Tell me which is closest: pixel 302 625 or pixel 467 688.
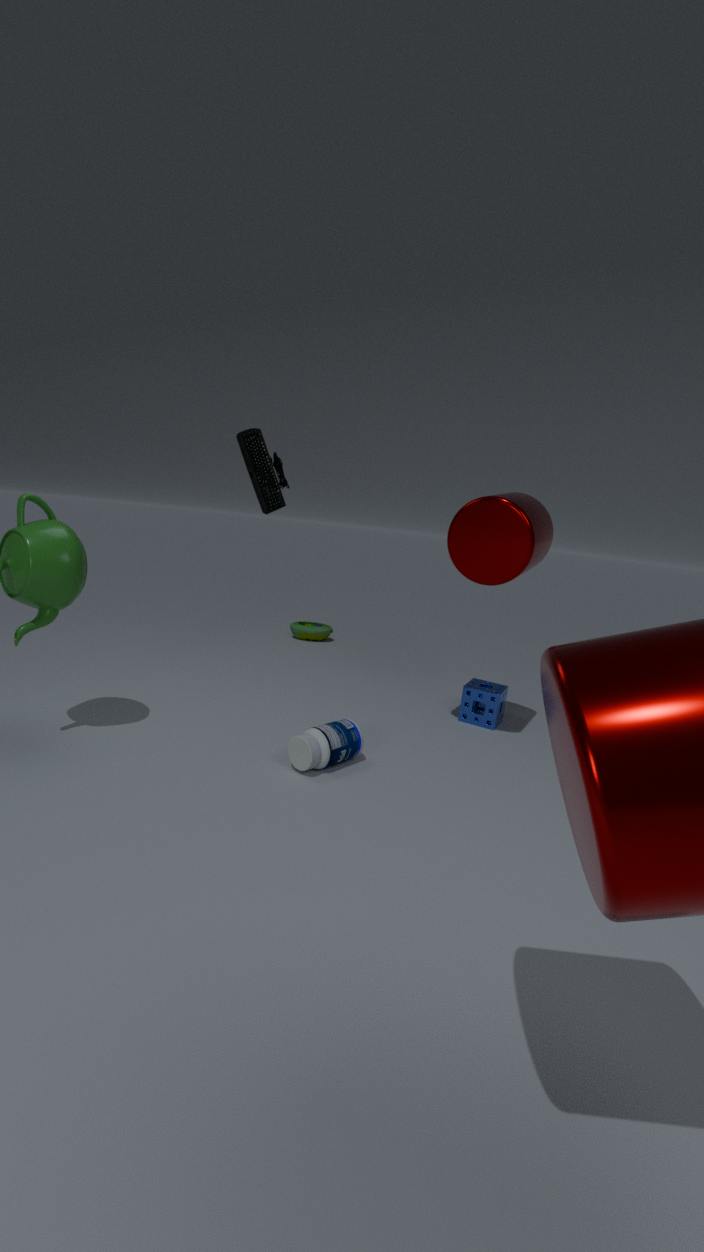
pixel 467 688
